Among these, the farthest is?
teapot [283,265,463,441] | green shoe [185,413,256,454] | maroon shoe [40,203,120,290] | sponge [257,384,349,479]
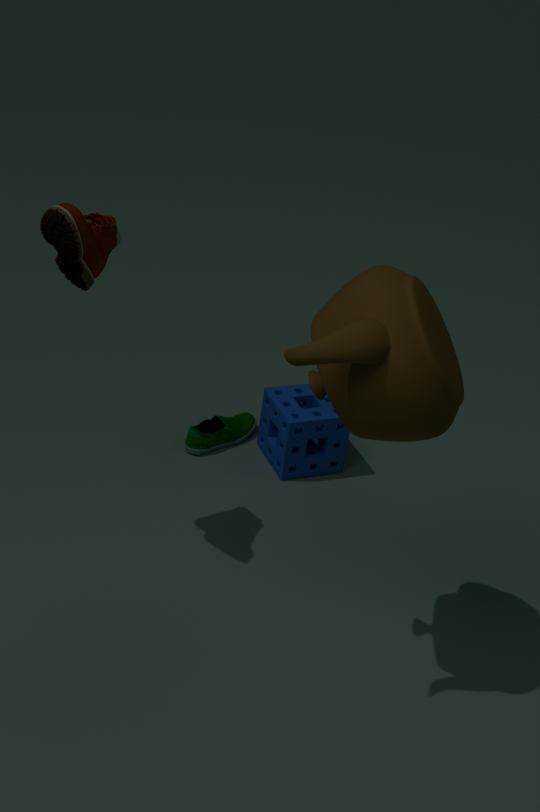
green shoe [185,413,256,454]
